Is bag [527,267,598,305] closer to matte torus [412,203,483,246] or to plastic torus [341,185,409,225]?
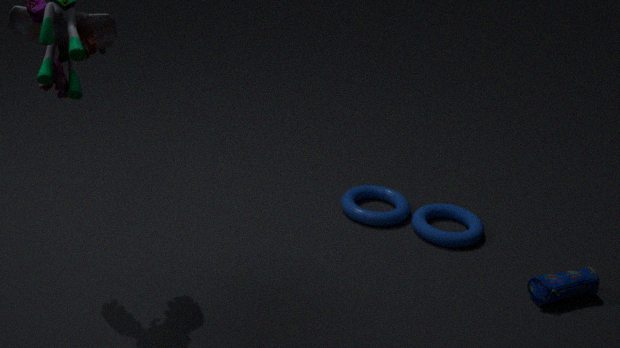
matte torus [412,203,483,246]
